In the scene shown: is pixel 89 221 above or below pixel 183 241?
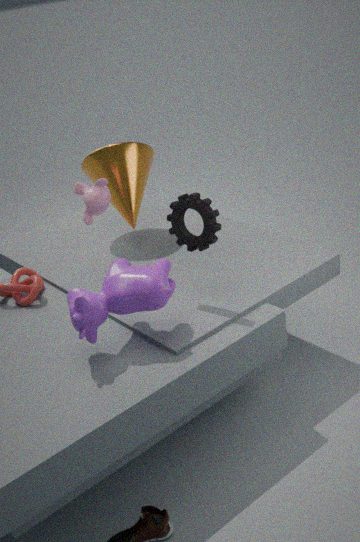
above
